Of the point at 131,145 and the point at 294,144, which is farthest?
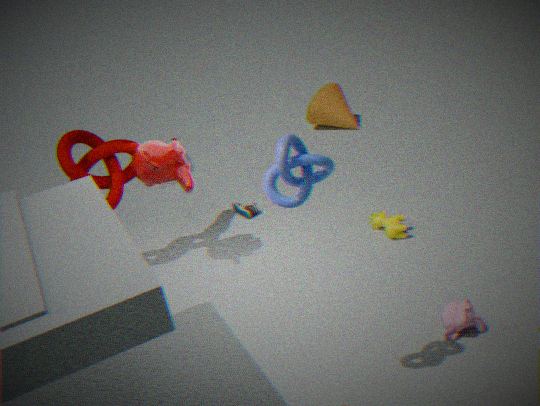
the point at 131,145
